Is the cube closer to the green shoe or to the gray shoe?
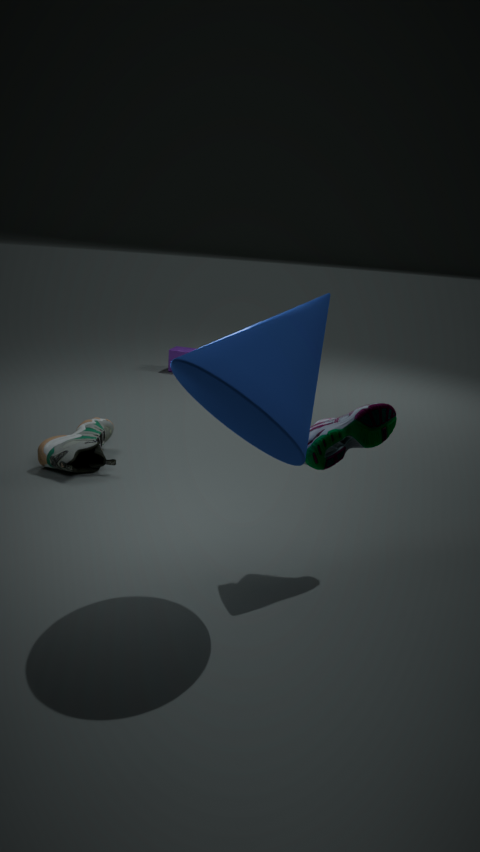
the gray shoe
